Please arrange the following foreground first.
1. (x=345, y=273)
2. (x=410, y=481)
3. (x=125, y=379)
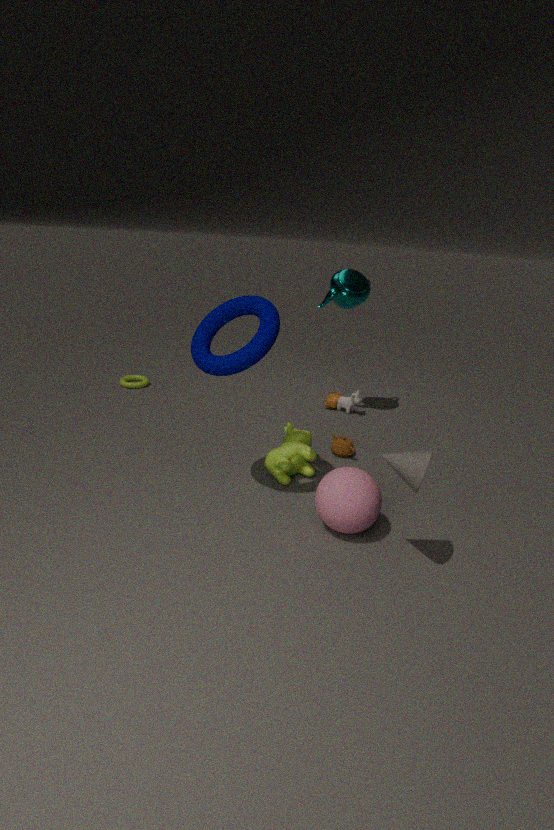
(x=410, y=481) < (x=345, y=273) < (x=125, y=379)
